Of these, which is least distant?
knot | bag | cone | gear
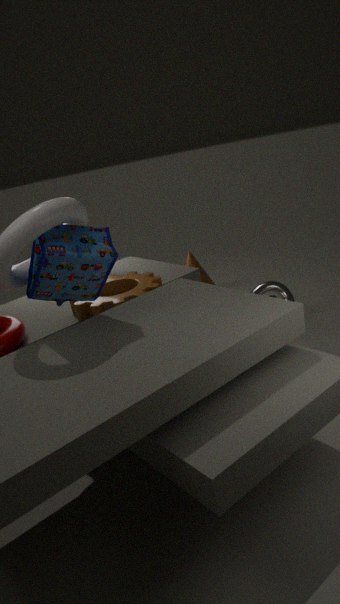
bag
